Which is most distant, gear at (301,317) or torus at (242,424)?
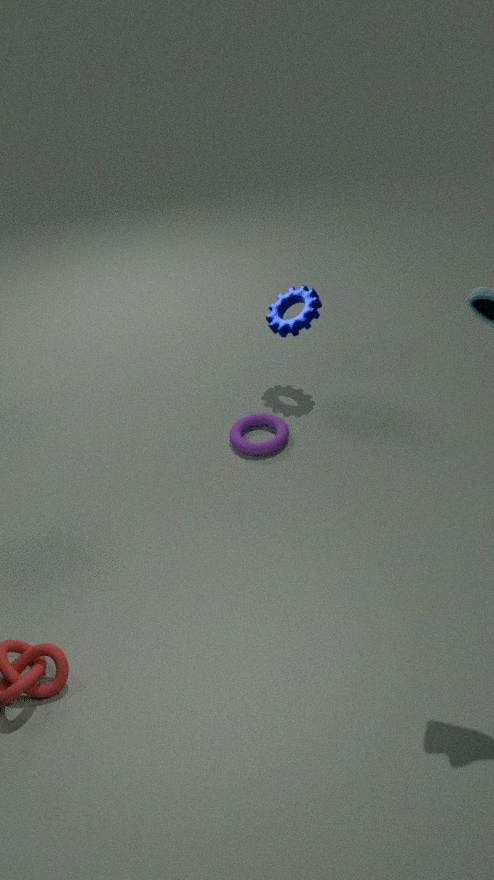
gear at (301,317)
